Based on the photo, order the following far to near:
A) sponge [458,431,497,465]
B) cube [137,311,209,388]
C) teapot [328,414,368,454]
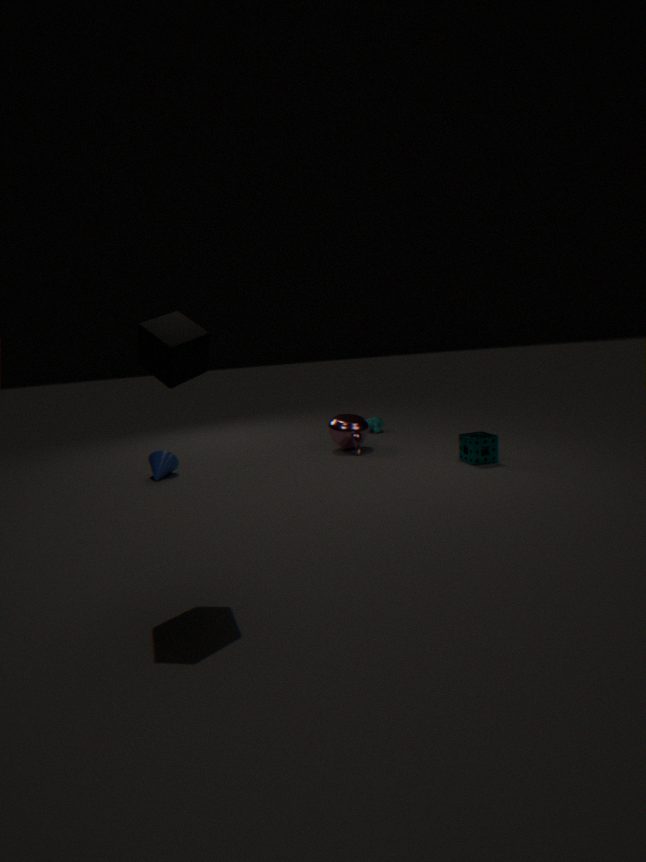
teapot [328,414,368,454] → sponge [458,431,497,465] → cube [137,311,209,388]
